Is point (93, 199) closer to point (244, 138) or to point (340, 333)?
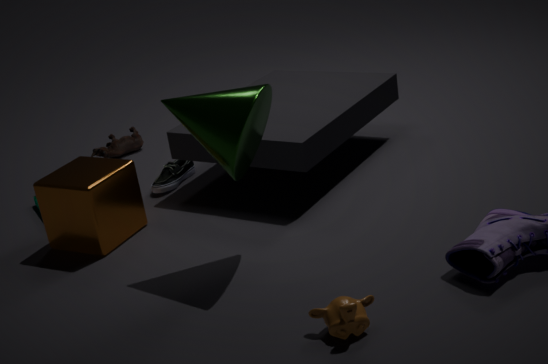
Answer: point (244, 138)
